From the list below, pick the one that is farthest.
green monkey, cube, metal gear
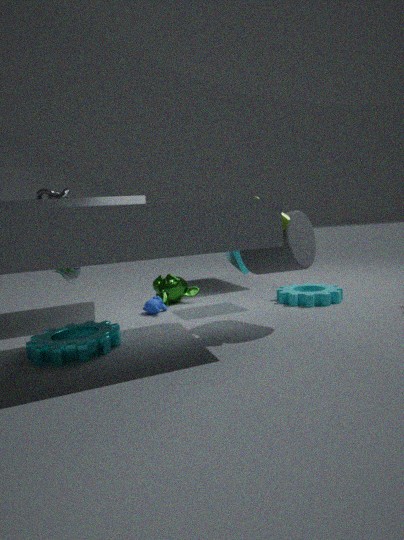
green monkey
